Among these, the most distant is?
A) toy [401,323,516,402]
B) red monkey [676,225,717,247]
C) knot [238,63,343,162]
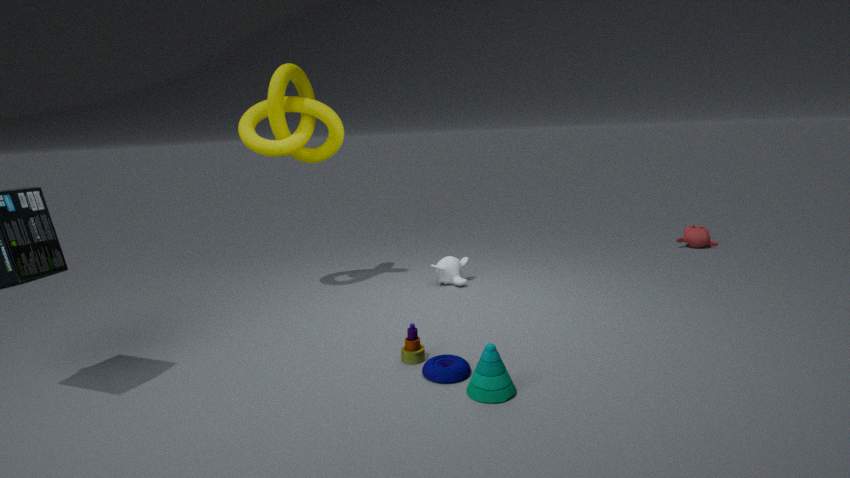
red monkey [676,225,717,247]
